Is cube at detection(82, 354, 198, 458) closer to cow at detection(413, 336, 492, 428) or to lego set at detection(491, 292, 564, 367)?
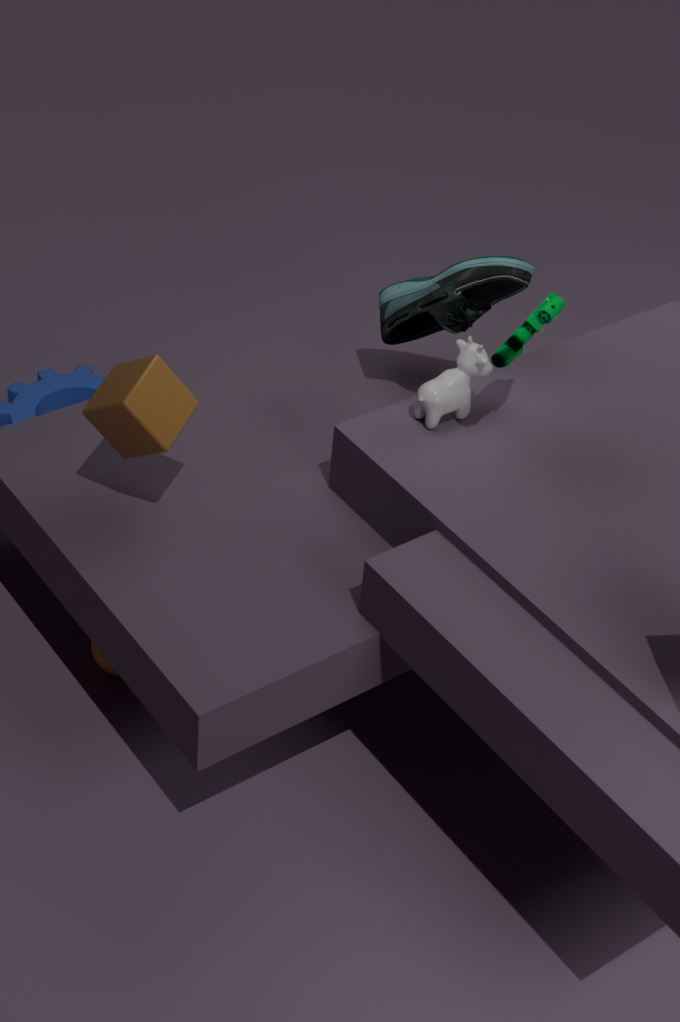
cow at detection(413, 336, 492, 428)
